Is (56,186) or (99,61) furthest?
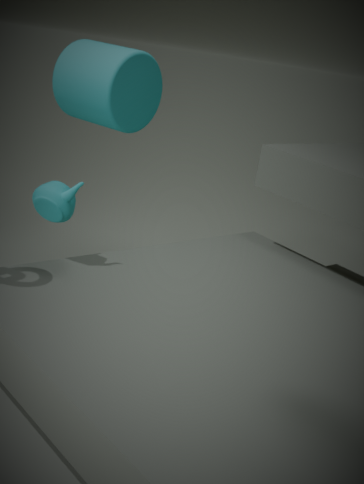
(99,61)
